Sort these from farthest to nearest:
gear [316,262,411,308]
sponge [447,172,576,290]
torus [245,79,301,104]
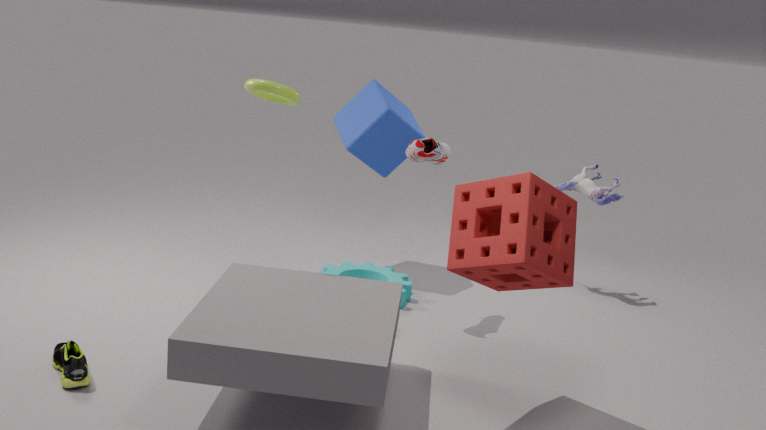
gear [316,262,411,308], torus [245,79,301,104], sponge [447,172,576,290]
